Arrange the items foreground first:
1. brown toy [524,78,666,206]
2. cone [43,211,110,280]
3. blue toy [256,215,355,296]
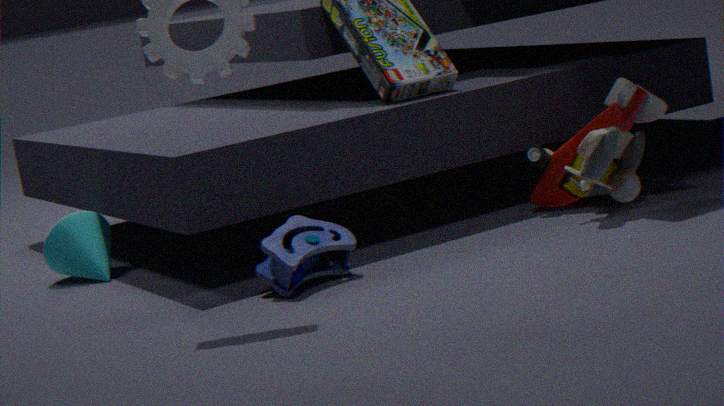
blue toy [256,215,355,296] → brown toy [524,78,666,206] → cone [43,211,110,280]
